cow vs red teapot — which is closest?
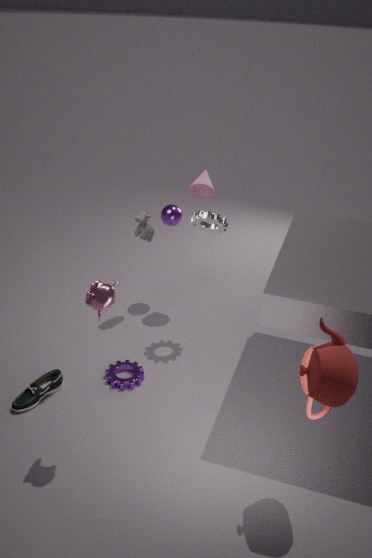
red teapot
